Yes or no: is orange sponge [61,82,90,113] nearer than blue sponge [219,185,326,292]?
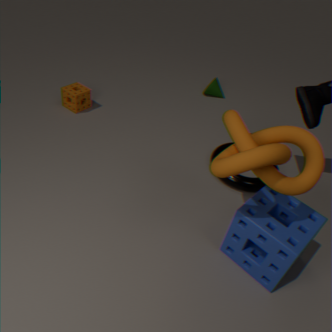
No
